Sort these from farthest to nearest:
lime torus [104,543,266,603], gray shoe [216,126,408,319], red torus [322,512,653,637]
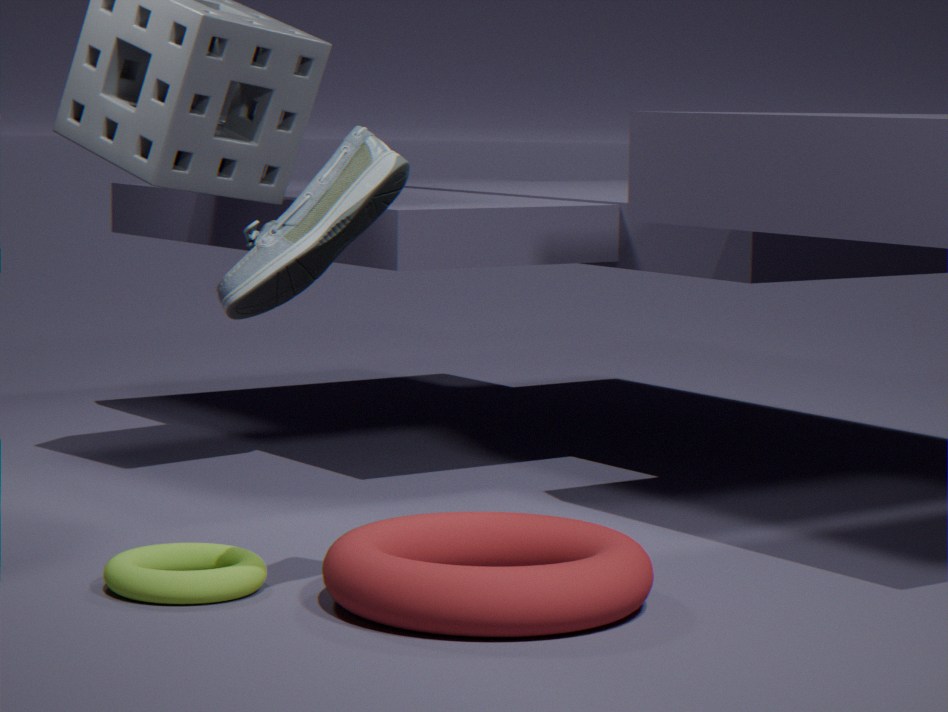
lime torus [104,543,266,603], red torus [322,512,653,637], gray shoe [216,126,408,319]
